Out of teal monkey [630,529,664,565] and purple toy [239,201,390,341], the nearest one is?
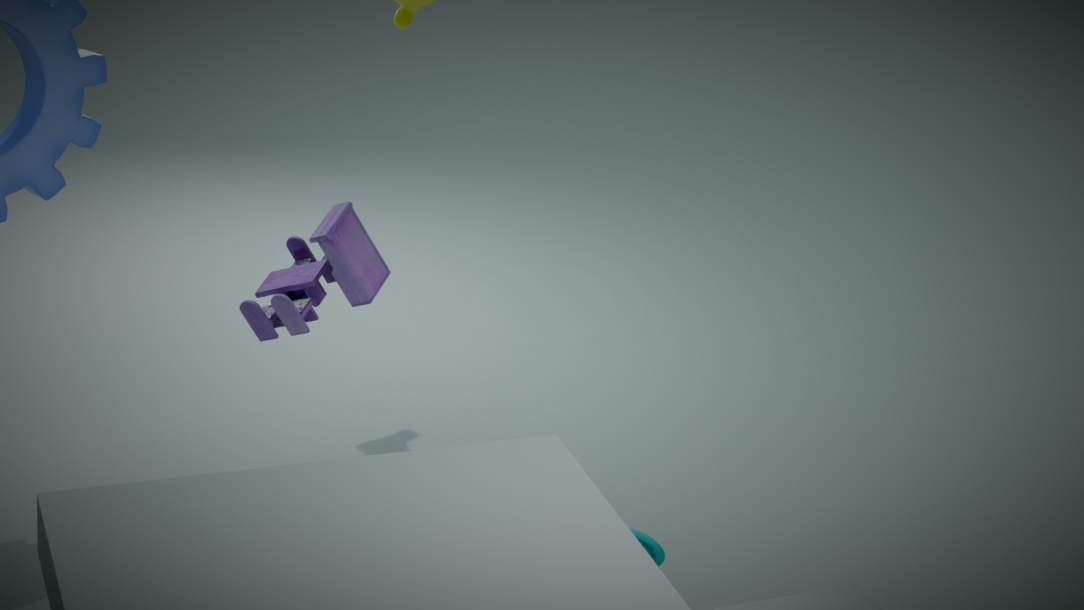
purple toy [239,201,390,341]
